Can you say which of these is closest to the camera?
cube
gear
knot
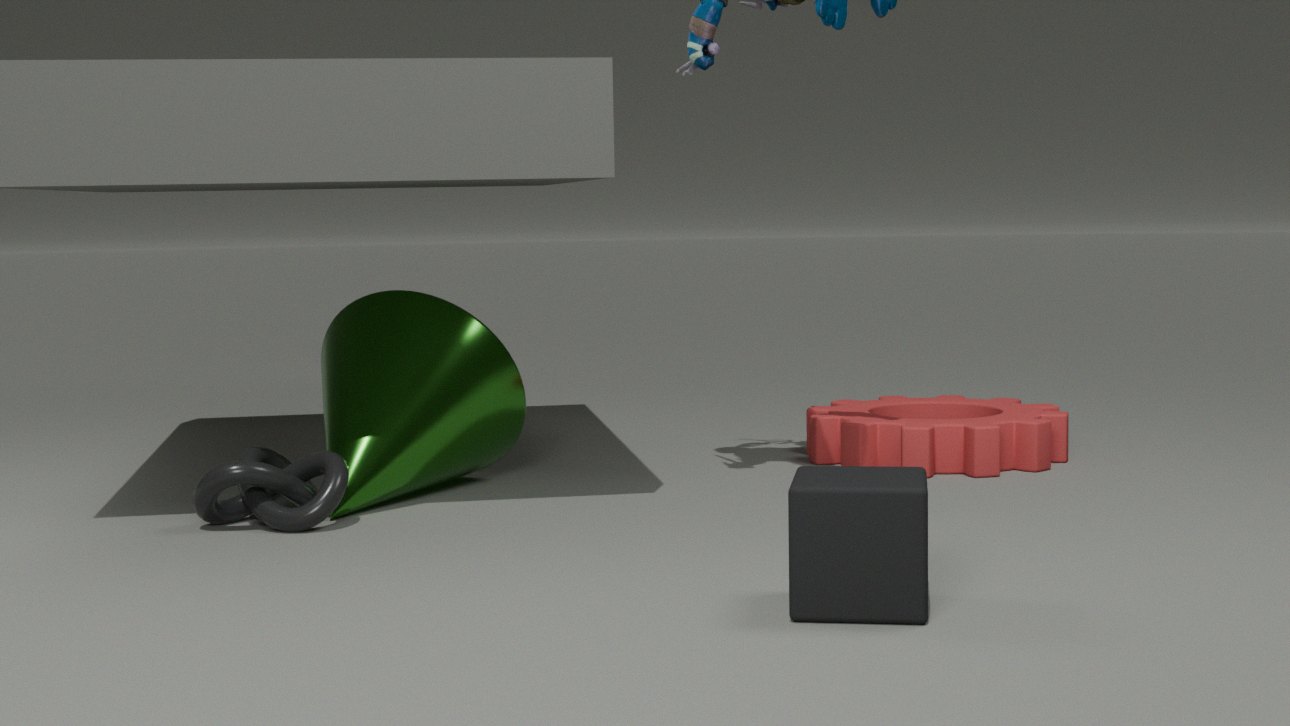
cube
